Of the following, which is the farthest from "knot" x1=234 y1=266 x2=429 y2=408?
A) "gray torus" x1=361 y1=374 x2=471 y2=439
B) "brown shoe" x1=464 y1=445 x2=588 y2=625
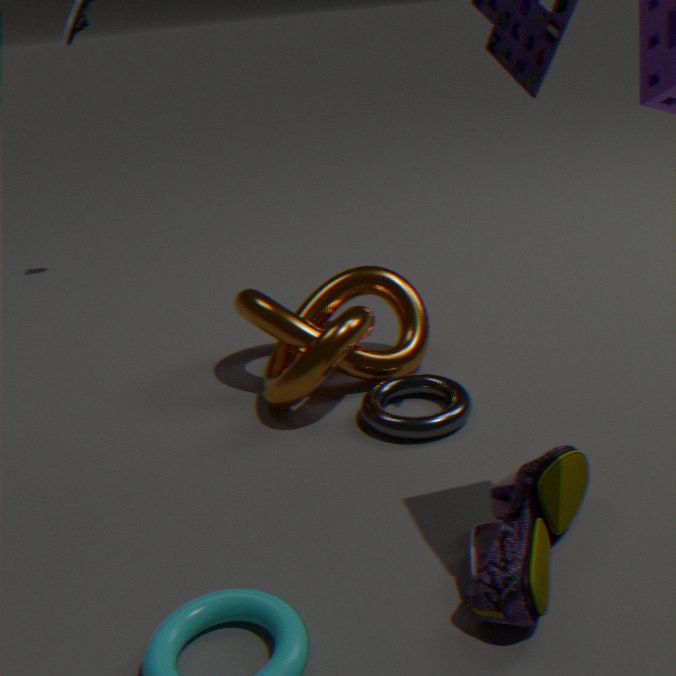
"brown shoe" x1=464 y1=445 x2=588 y2=625
